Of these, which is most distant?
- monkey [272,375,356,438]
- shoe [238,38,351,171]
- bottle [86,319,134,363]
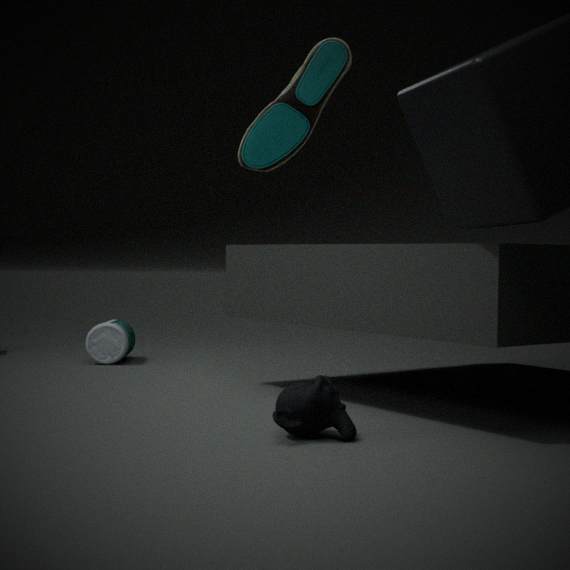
bottle [86,319,134,363]
